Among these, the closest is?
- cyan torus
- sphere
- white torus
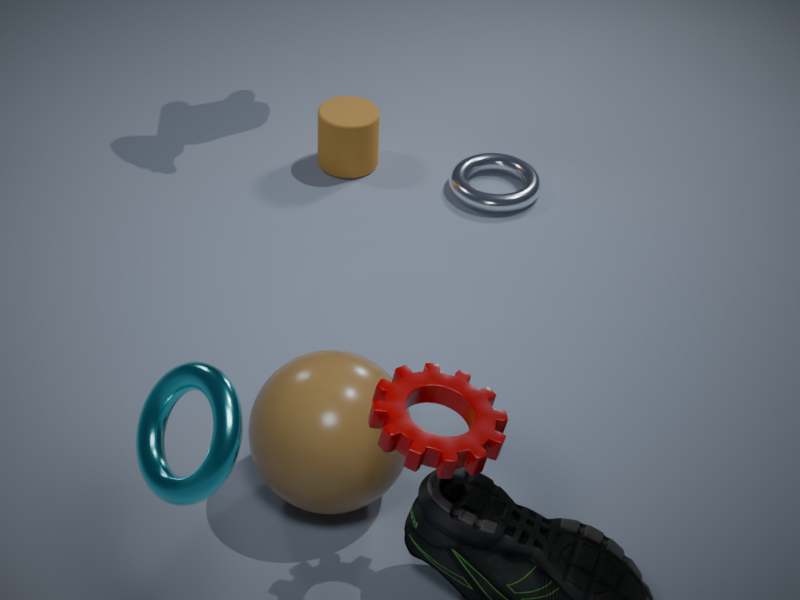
cyan torus
